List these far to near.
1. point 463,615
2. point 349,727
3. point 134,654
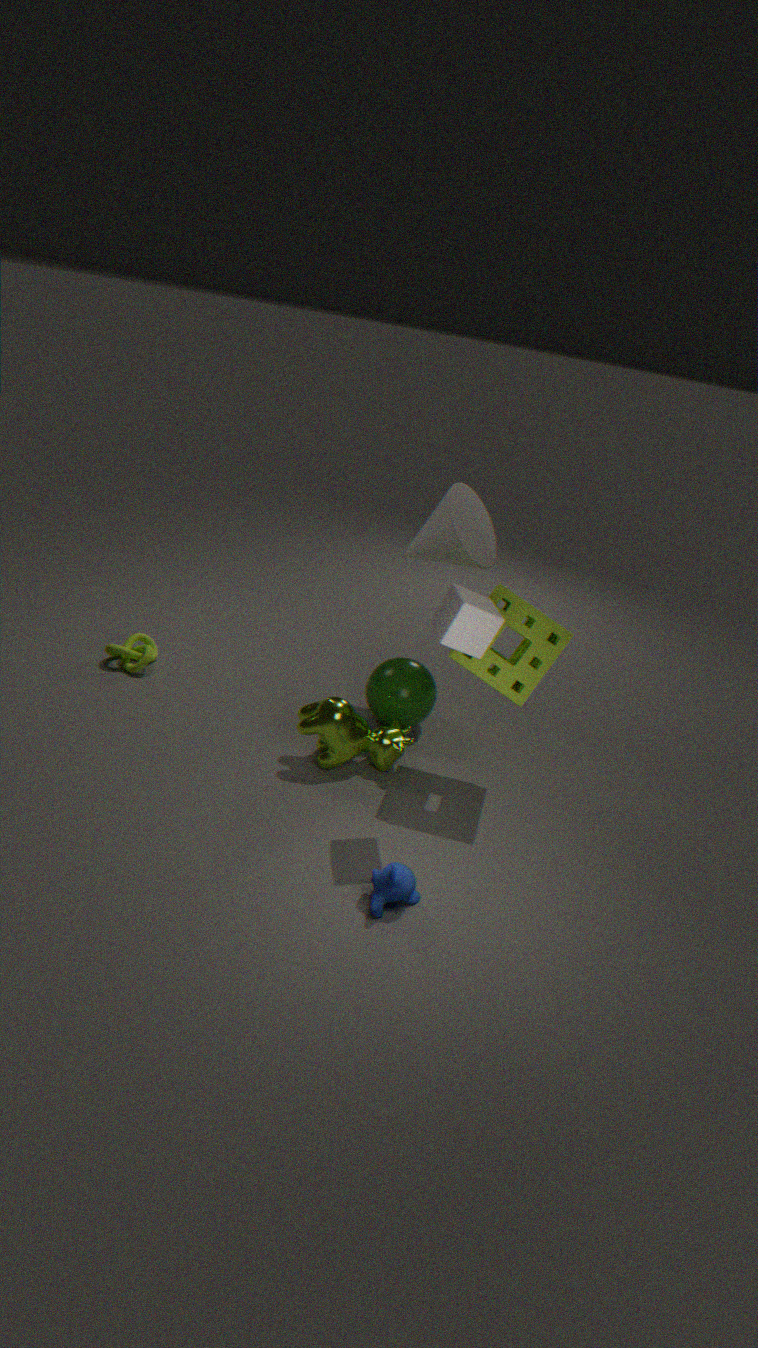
point 134,654, point 349,727, point 463,615
